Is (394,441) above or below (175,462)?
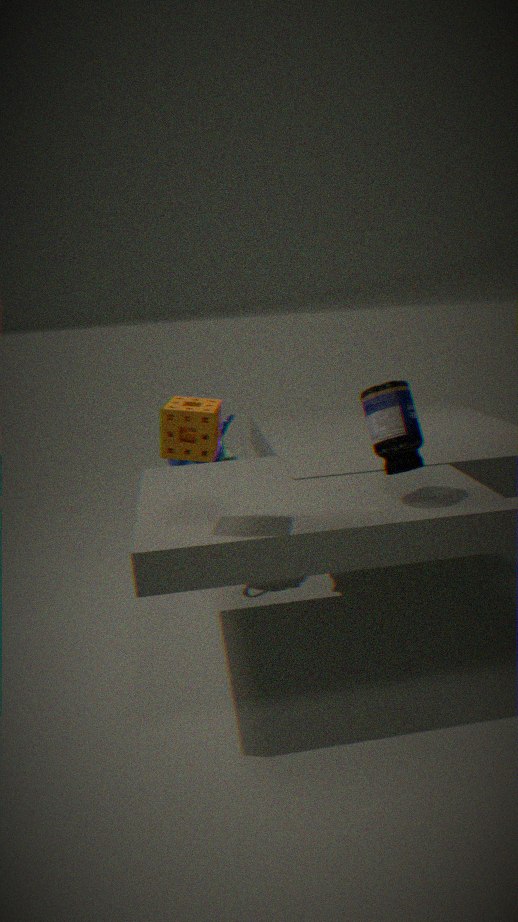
above
